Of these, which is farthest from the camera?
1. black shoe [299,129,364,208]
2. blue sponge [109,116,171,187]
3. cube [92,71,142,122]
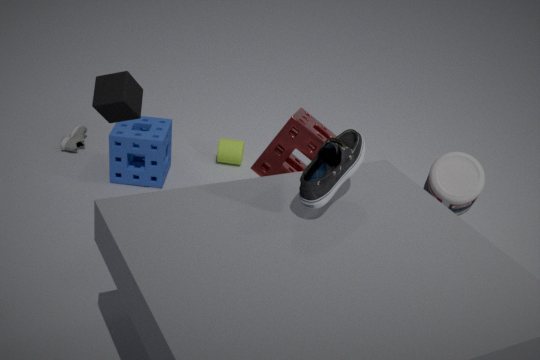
blue sponge [109,116,171,187]
